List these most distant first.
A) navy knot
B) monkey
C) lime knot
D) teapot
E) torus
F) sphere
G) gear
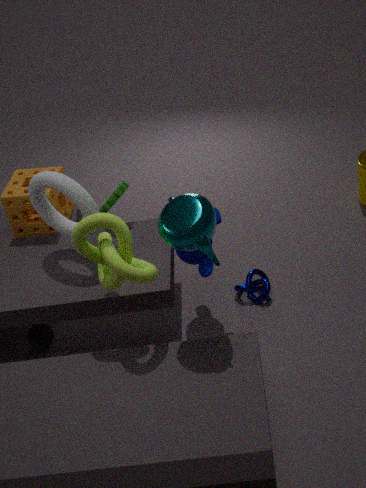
G. gear < A. navy knot < F. sphere < B. monkey < E. torus < C. lime knot < D. teapot
